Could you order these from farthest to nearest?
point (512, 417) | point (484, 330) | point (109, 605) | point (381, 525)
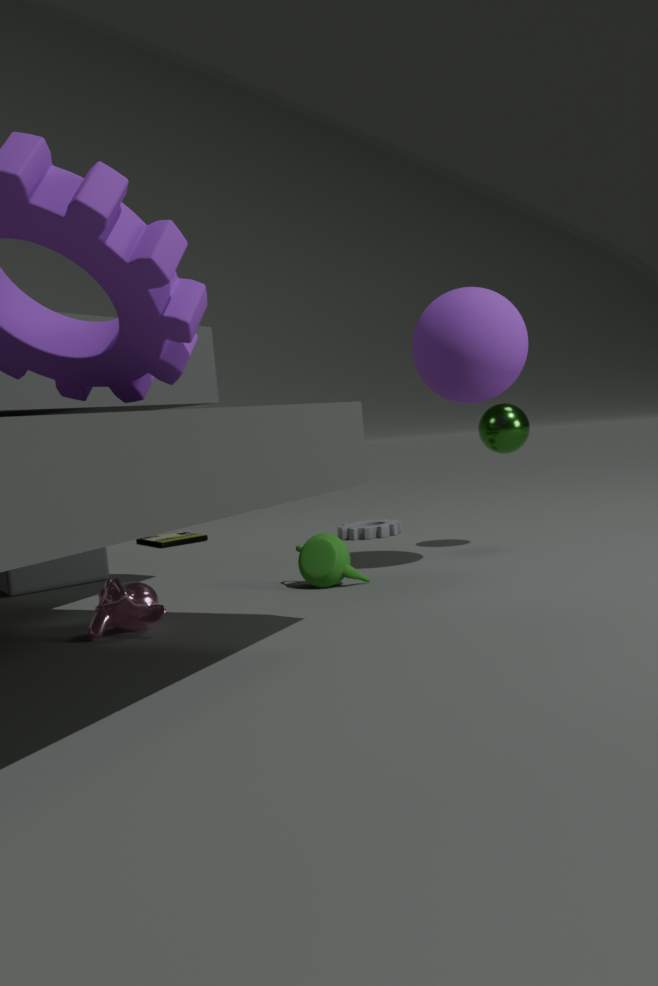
point (381, 525) < point (512, 417) < point (484, 330) < point (109, 605)
